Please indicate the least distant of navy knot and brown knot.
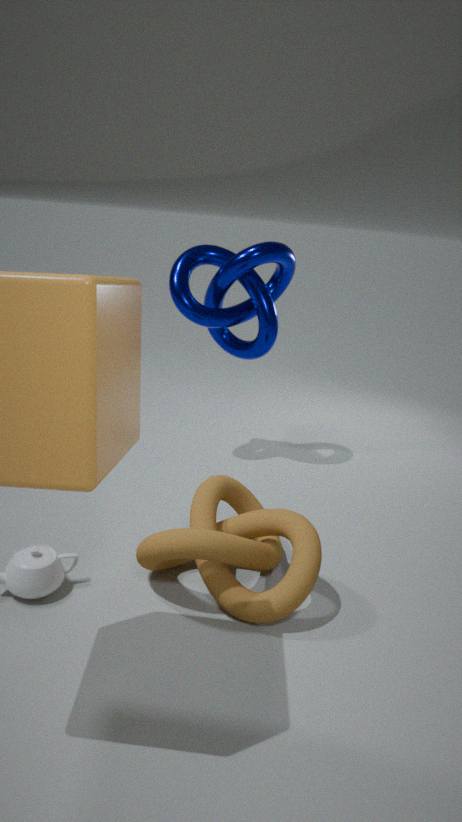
brown knot
